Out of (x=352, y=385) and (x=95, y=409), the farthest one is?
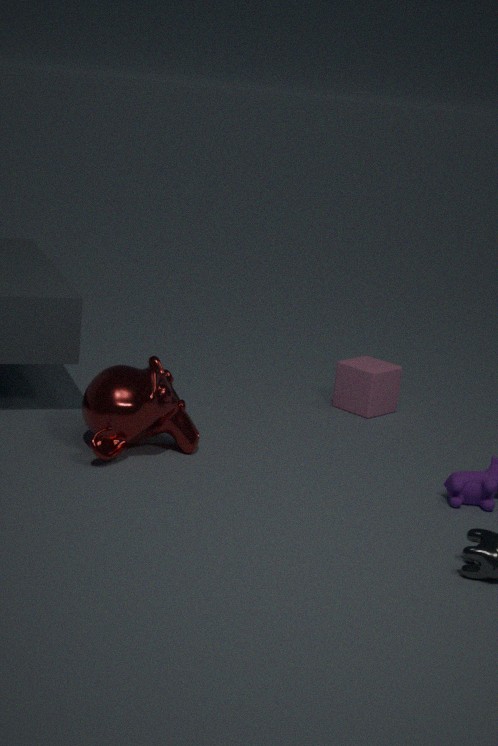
(x=352, y=385)
